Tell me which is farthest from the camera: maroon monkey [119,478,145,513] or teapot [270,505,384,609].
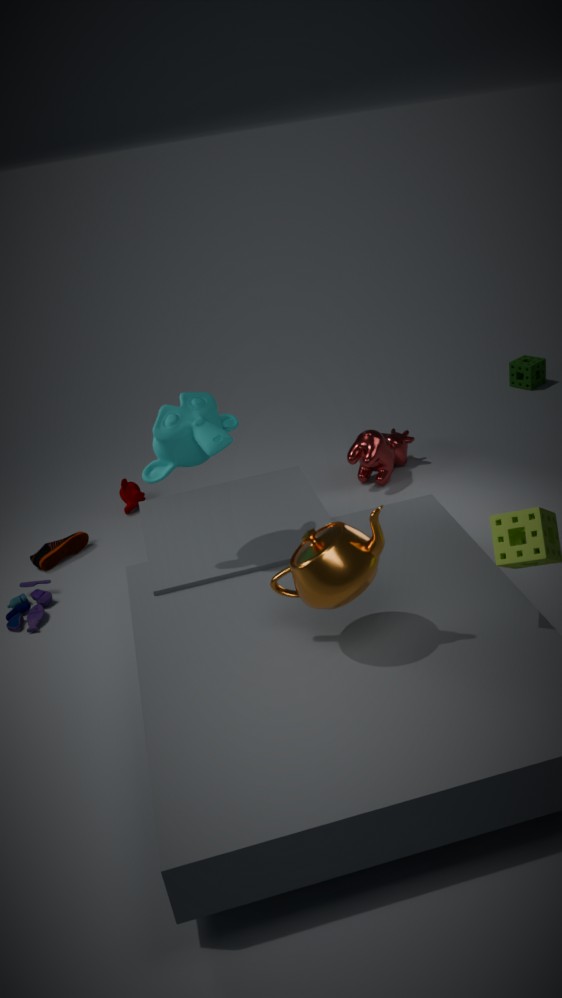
maroon monkey [119,478,145,513]
